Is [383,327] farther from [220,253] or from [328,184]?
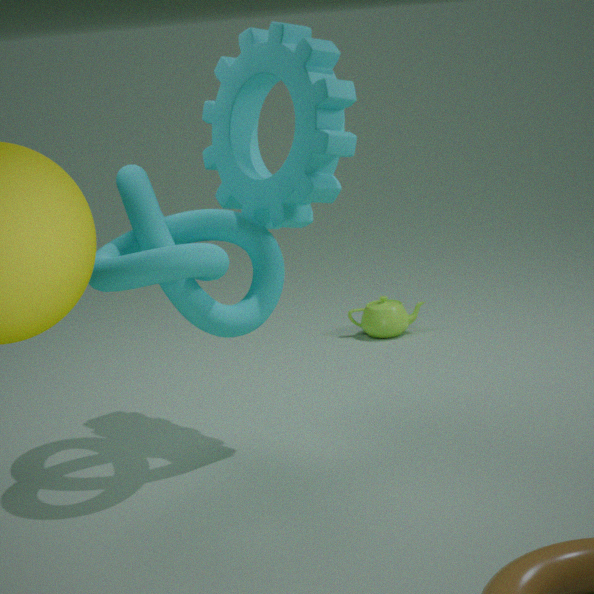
[220,253]
